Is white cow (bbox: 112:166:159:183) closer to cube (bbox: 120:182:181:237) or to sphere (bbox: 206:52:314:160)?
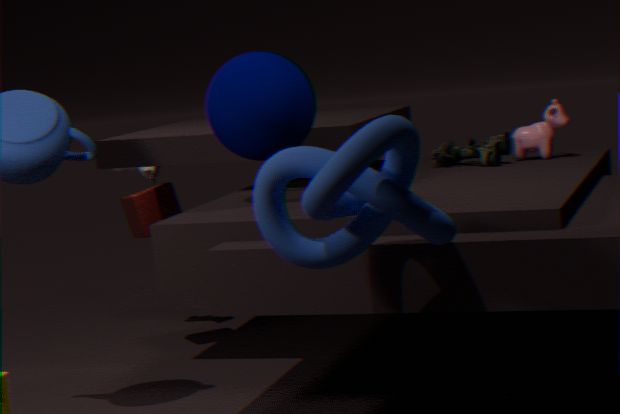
cube (bbox: 120:182:181:237)
